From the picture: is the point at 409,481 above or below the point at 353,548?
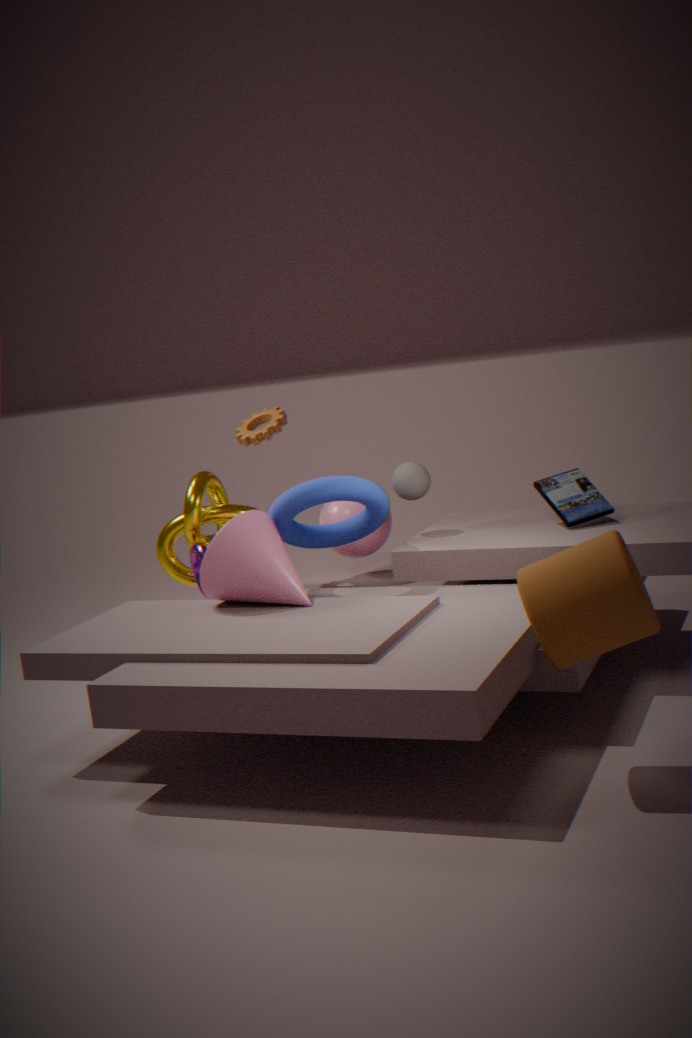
above
